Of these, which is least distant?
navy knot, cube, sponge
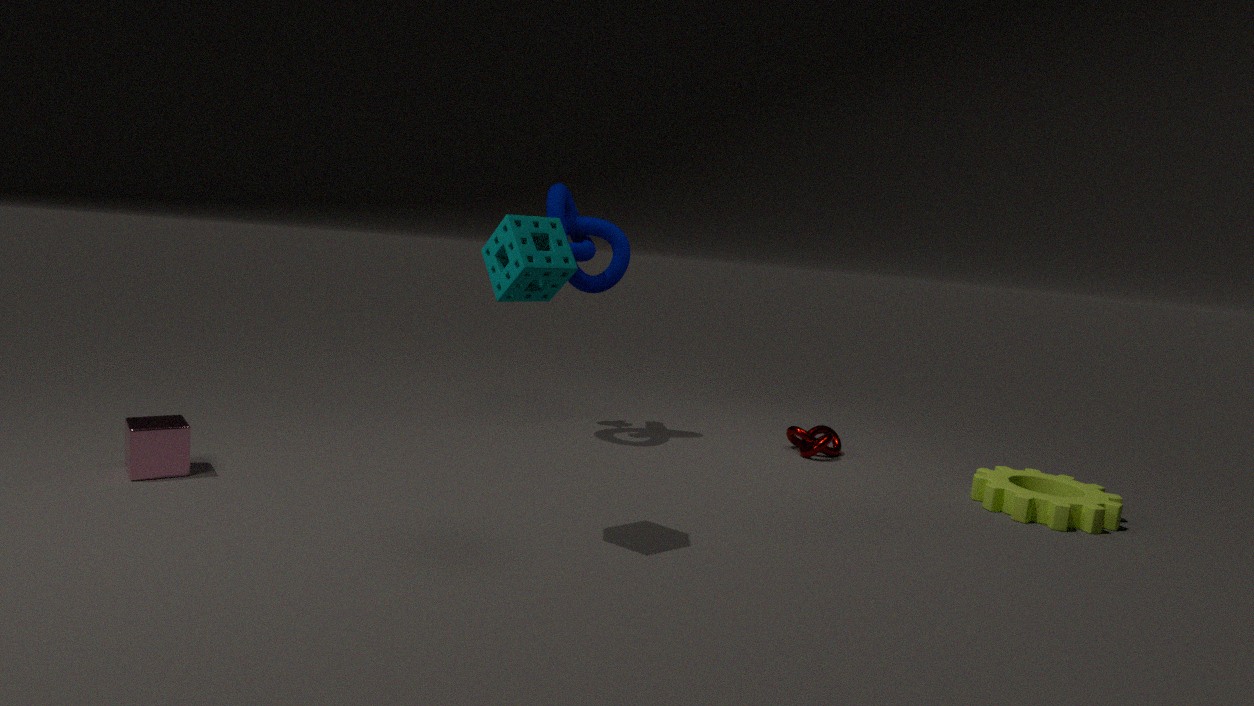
sponge
